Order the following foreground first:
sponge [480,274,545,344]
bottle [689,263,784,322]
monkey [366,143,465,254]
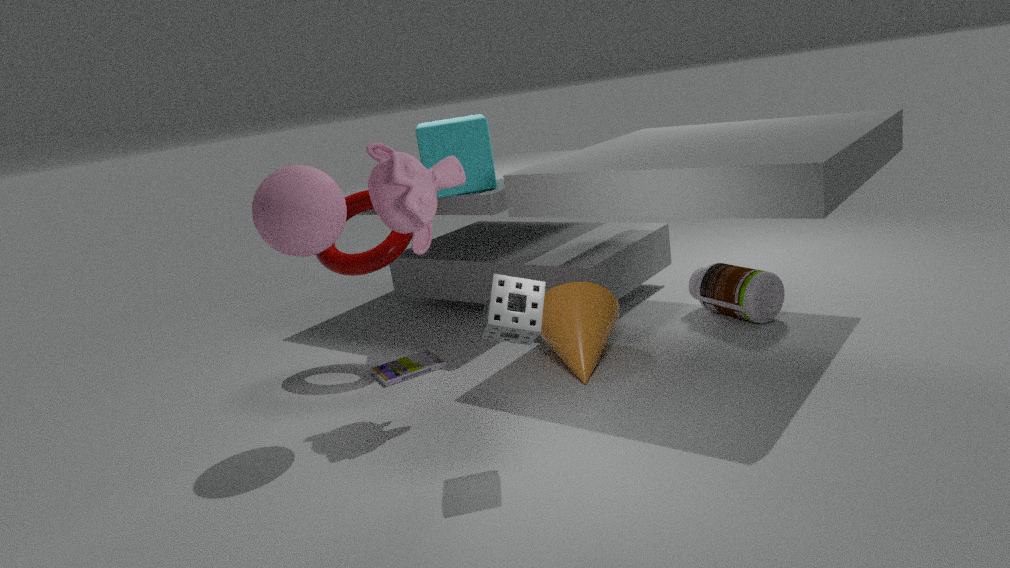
sponge [480,274,545,344]
monkey [366,143,465,254]
bottle [689,263,784,322]
